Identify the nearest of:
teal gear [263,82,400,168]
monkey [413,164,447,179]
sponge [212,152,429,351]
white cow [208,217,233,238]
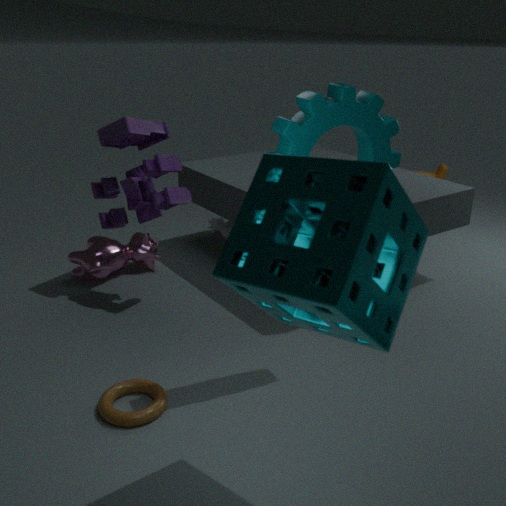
sponge [212,152,429,351]
